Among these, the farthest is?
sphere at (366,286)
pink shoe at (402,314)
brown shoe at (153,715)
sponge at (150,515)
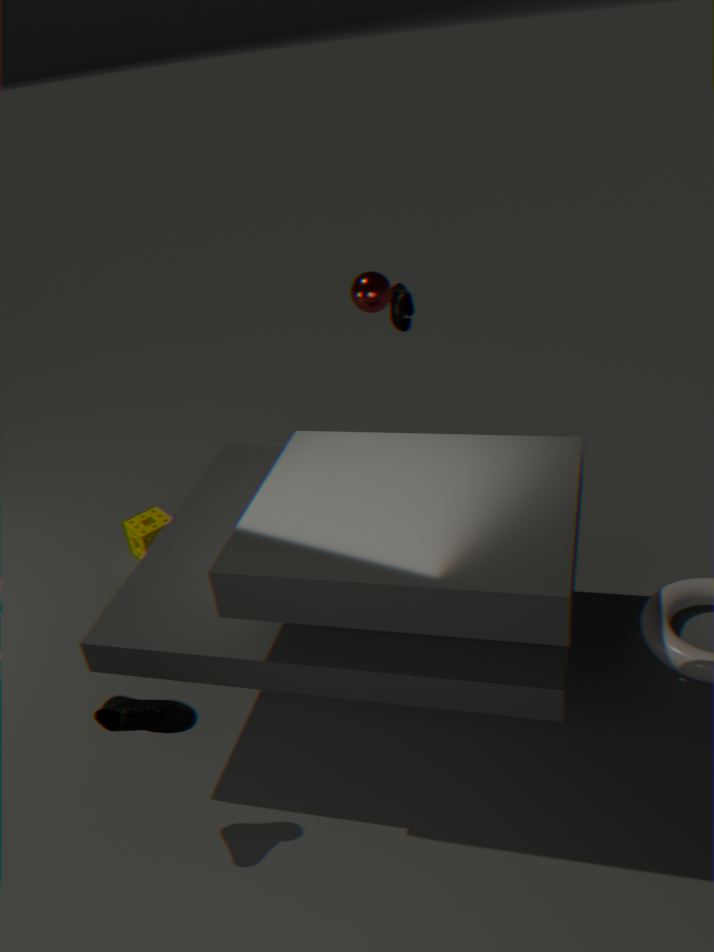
sponge at (150,515)
